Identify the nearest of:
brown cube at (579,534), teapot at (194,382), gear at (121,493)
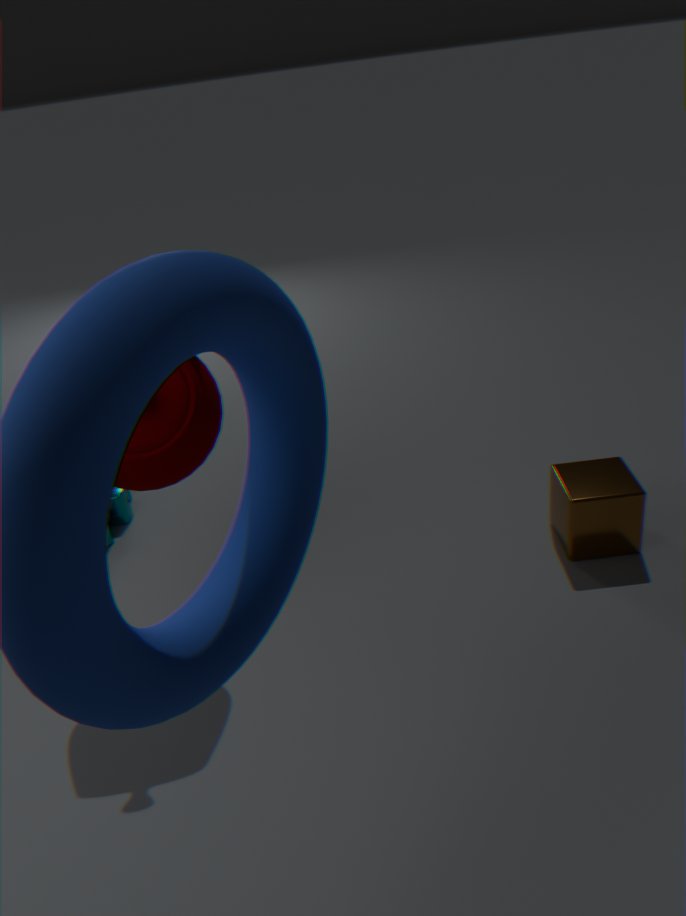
teapot at (194,382)
